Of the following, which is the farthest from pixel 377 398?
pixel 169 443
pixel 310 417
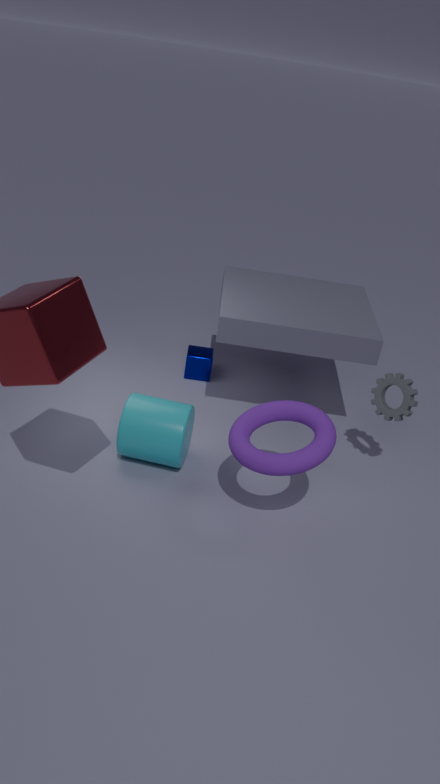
pixel 169 443
